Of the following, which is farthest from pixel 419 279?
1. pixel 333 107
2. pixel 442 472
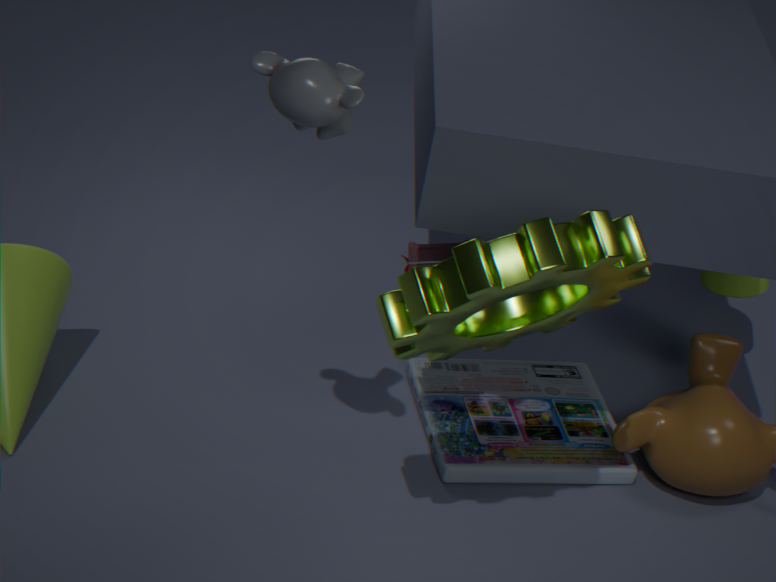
pixel 442 472
